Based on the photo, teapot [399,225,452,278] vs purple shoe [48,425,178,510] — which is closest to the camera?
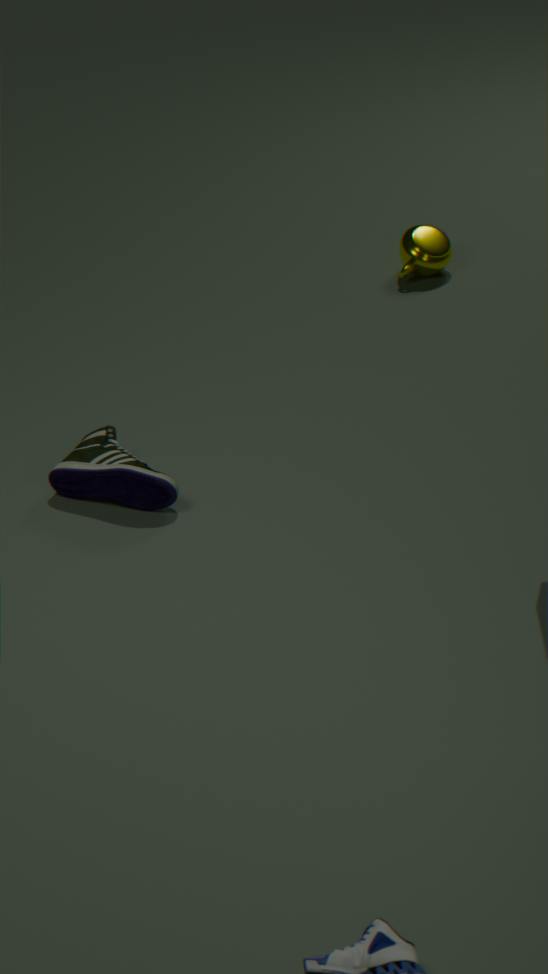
purple shoe [48,425,178,510]
